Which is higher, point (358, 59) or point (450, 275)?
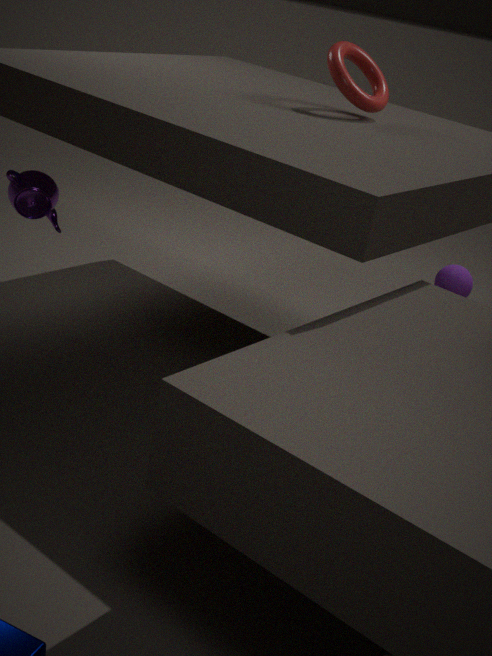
point (358, 59)
